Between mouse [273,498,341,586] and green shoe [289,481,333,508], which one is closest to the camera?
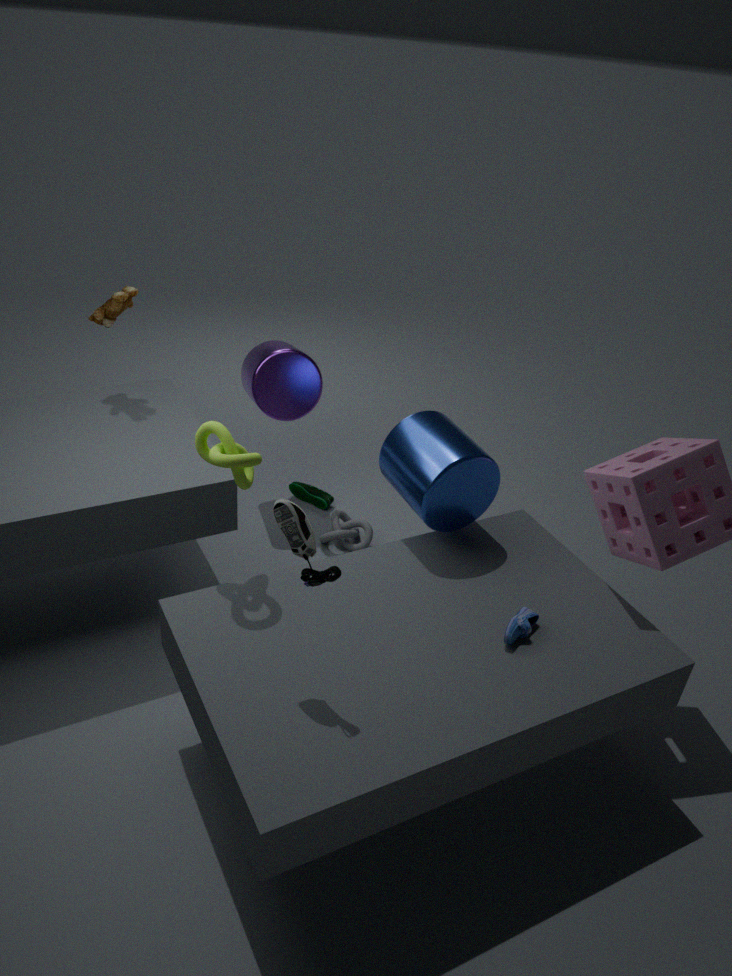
mouse [273,498,341,586]
